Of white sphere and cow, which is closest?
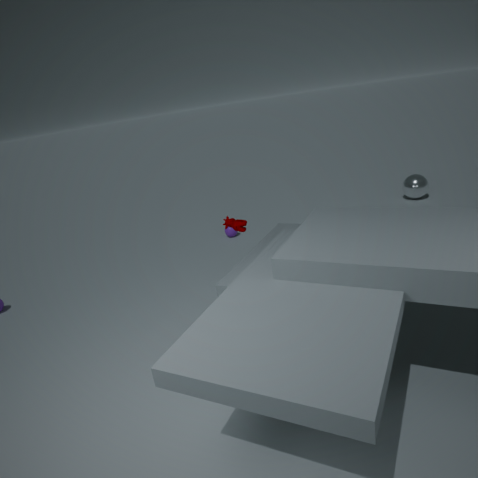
cow
